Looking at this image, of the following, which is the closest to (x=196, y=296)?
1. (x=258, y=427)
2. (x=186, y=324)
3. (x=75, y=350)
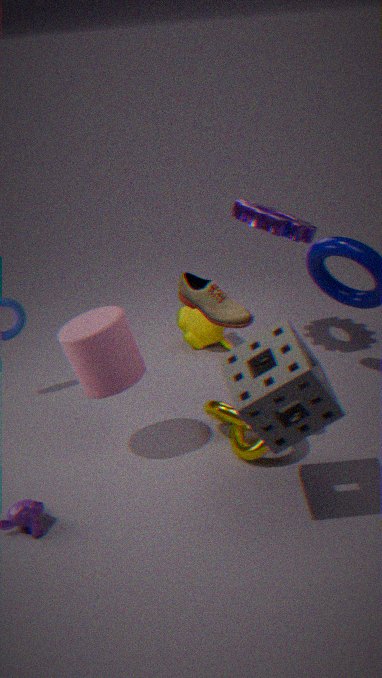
(x=75, y=350)
